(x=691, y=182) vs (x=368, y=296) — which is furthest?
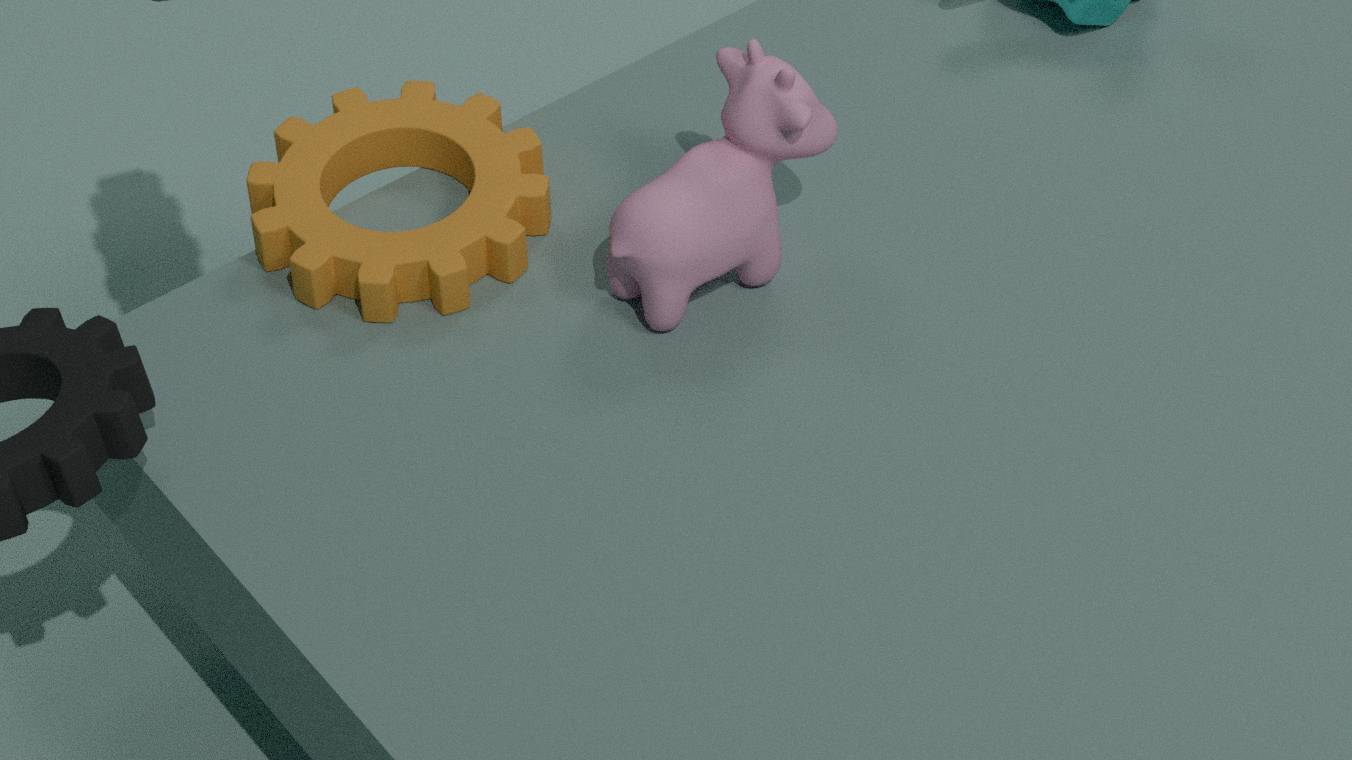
(x=368, y=296)
